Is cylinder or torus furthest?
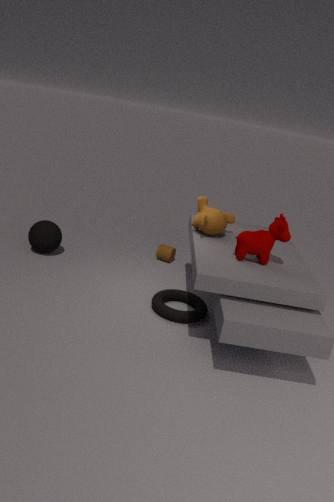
cylinder
